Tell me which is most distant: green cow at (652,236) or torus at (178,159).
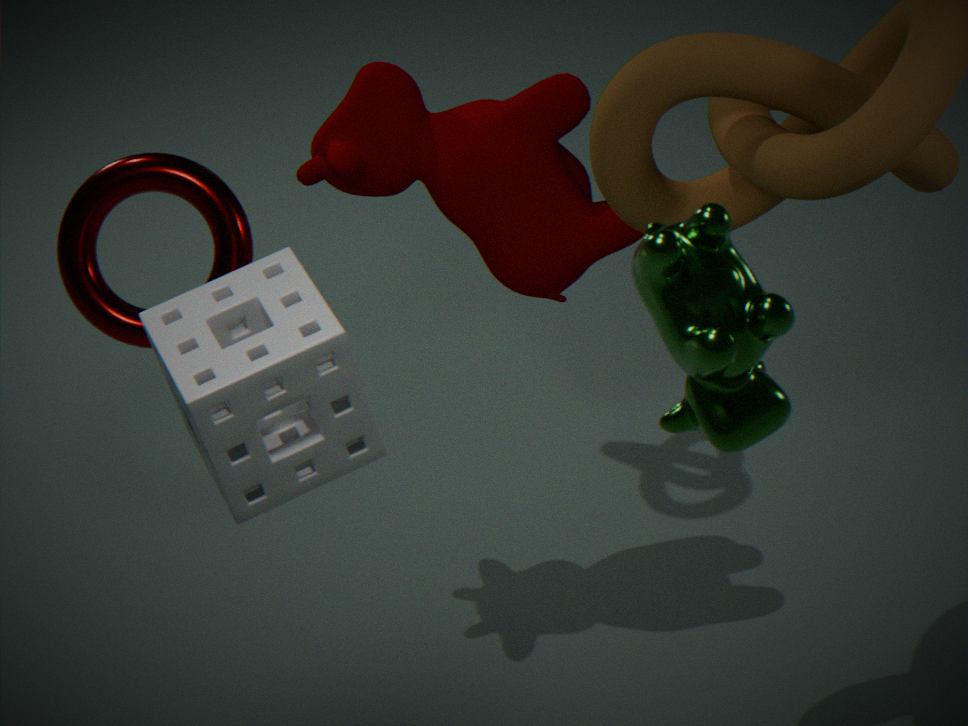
torus at (178,159)
